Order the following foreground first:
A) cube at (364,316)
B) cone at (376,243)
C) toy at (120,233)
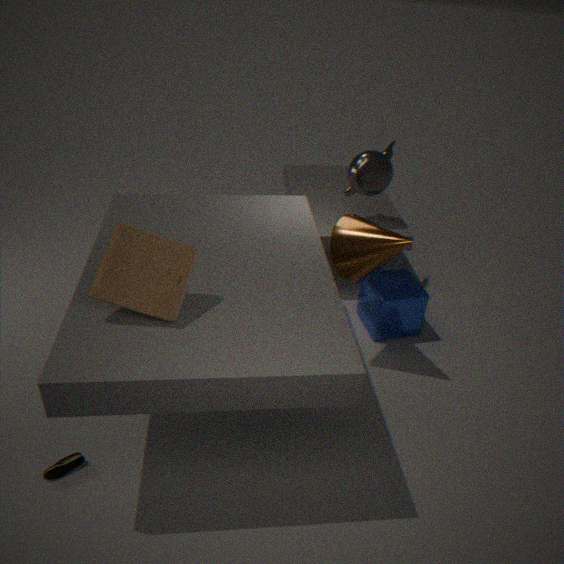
A: toy at (120,233) → cone at (376,243) → cube at (364,316)
